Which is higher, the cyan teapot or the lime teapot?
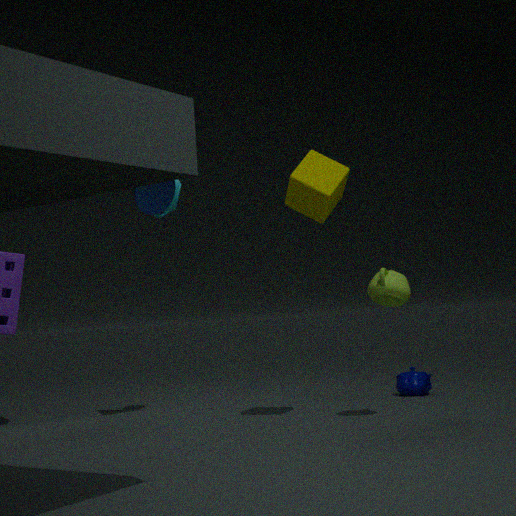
the cyan teapot
